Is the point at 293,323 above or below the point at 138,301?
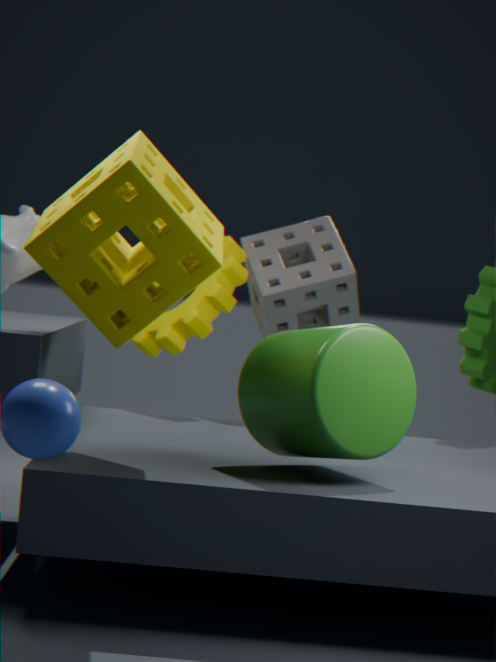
below
